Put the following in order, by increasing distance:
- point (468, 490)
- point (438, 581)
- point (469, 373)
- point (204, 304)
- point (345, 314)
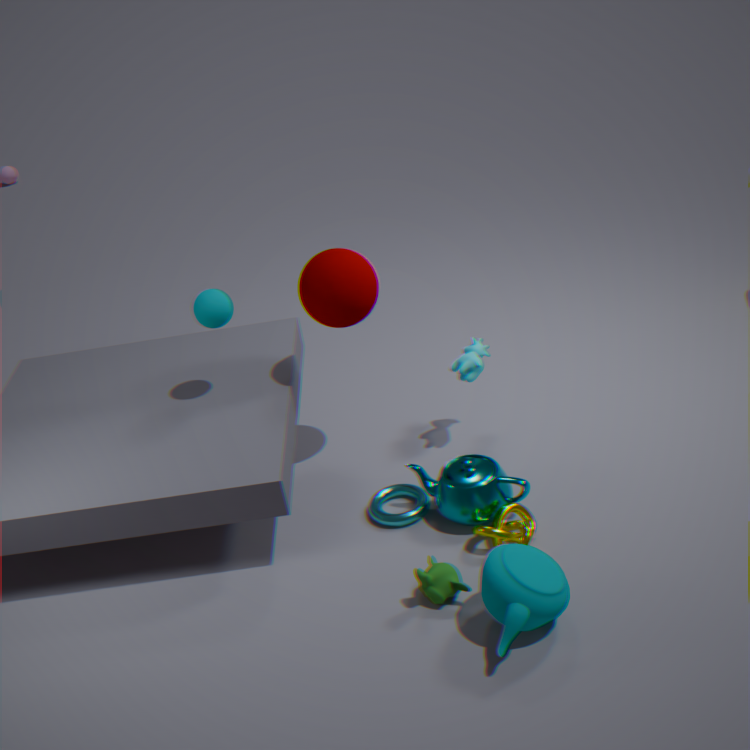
point (438, 581)
point (468, 490)
point (345, 314)
point (204, 304)
point (469, 373)
